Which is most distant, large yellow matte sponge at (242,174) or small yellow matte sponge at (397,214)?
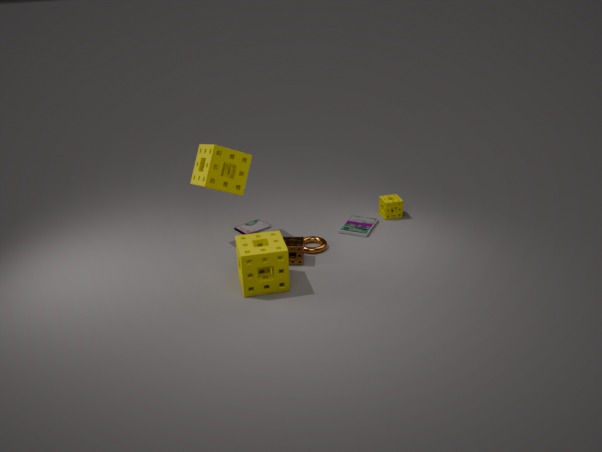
small yellow matte sponge at (397,214)
